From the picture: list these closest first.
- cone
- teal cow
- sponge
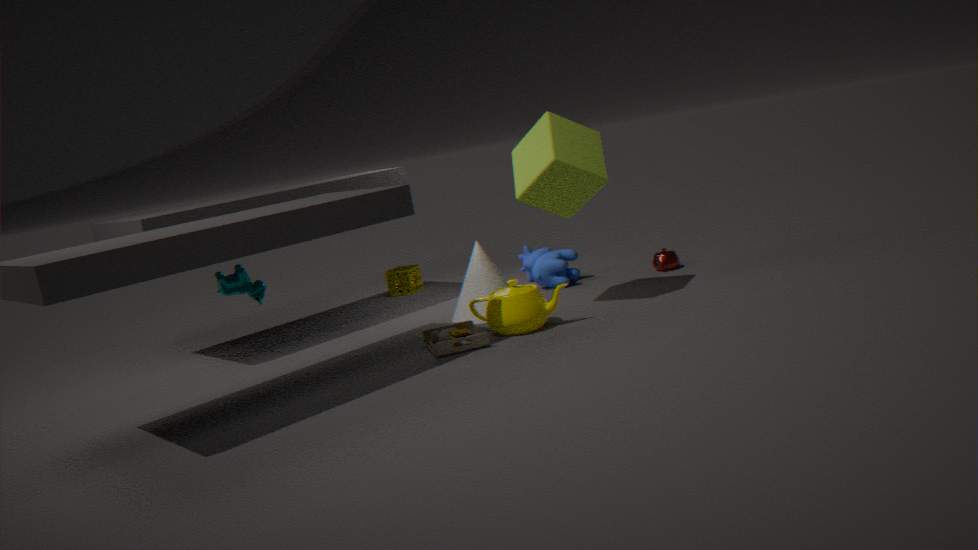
teal cow → cone → sponge
